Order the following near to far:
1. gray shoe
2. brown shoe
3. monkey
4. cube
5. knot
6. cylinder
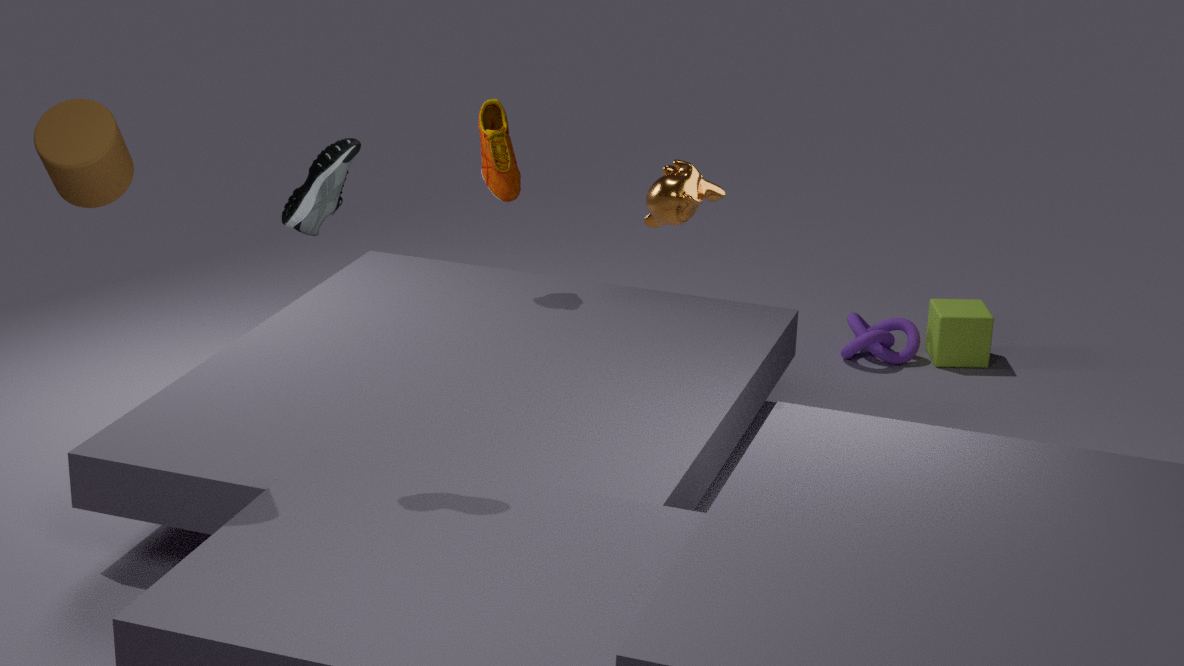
cylinder → gray shoe → monkey → brown shoe → cube → knot
